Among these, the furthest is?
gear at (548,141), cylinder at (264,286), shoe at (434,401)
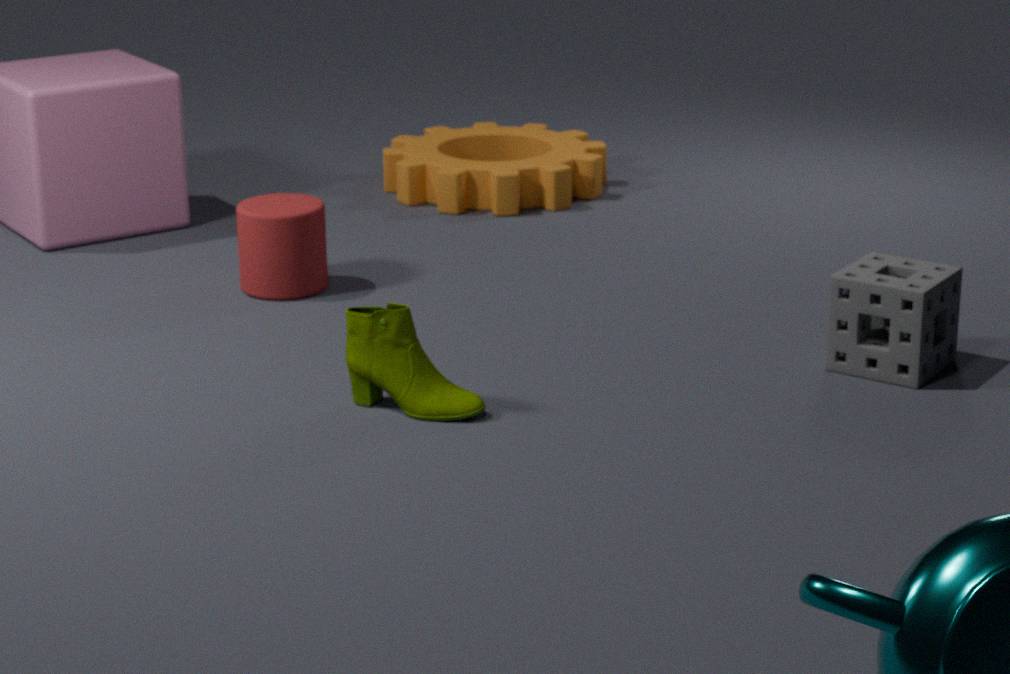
gear at (548,141)
